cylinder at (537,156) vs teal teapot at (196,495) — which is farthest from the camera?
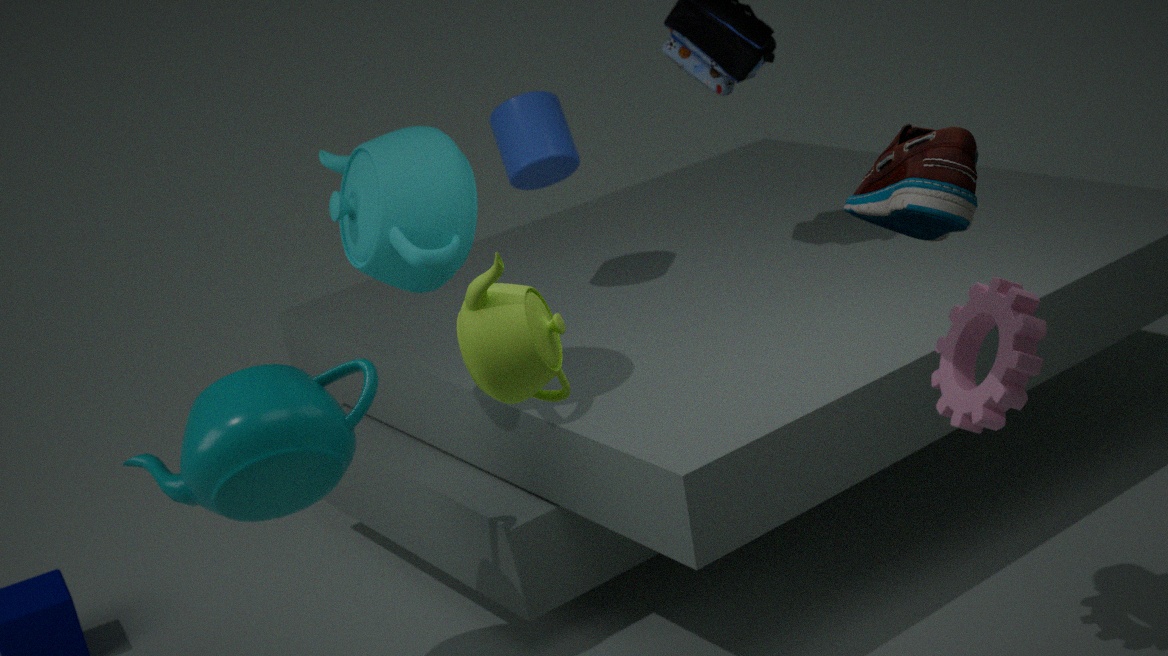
cylinder at (537,156)
